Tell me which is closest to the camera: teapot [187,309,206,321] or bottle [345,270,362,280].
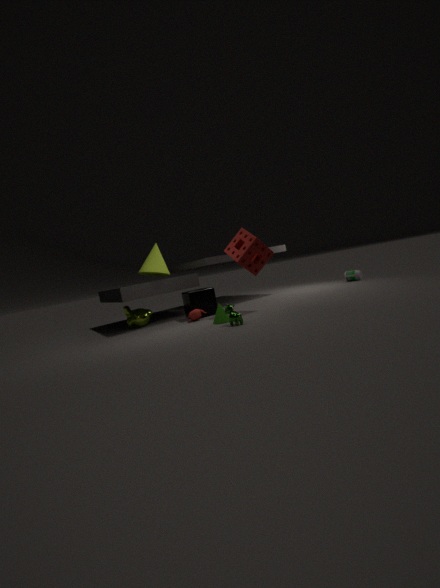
teapot [187,309,206,321]
